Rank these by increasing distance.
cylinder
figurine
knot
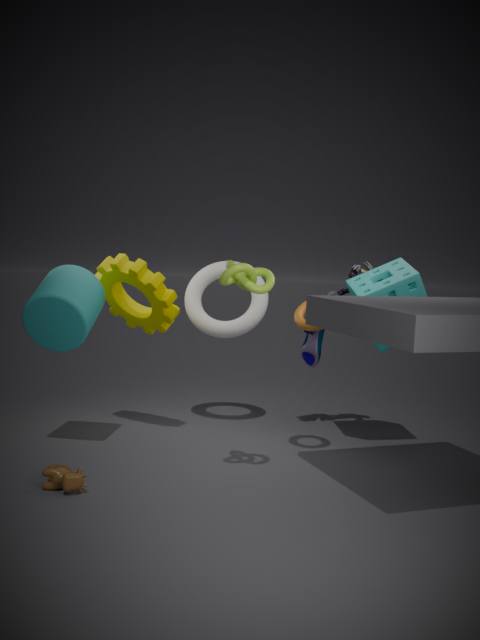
knot → cylinder → figurine
